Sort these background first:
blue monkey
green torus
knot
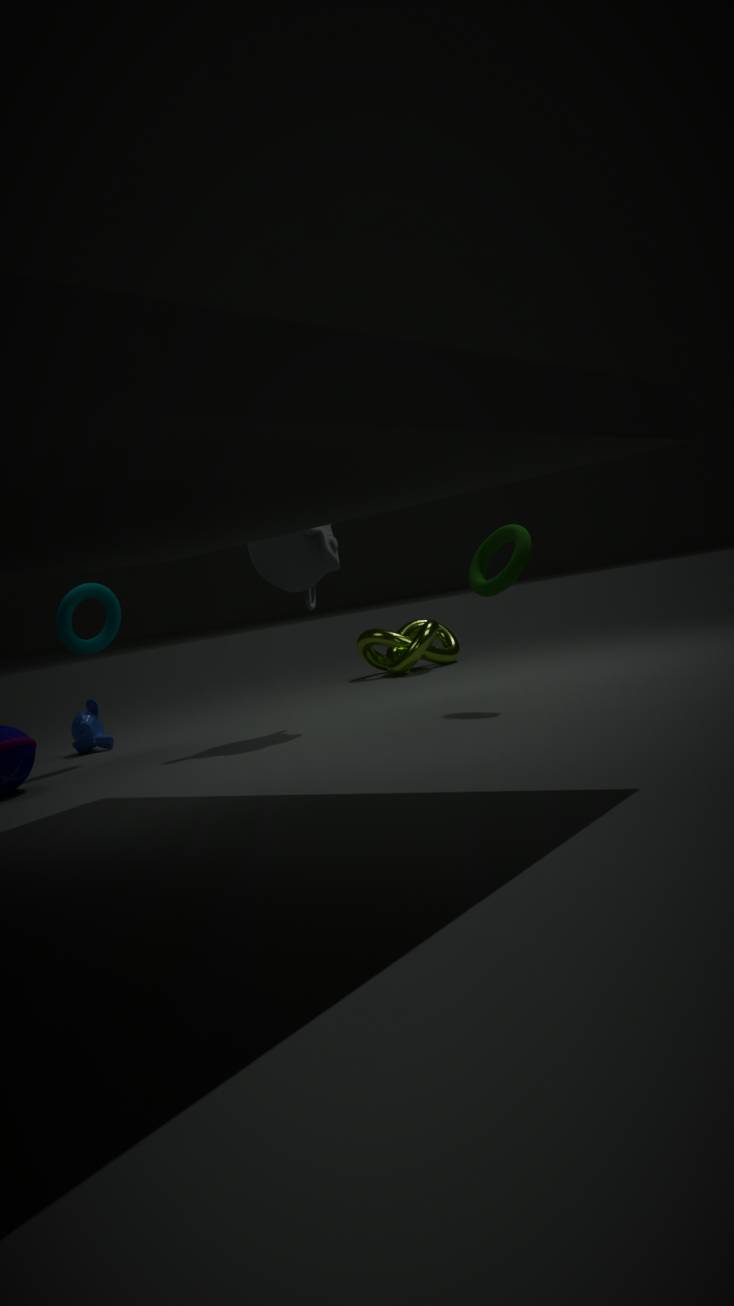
1. knot
2. blue monkey
3. green torus
